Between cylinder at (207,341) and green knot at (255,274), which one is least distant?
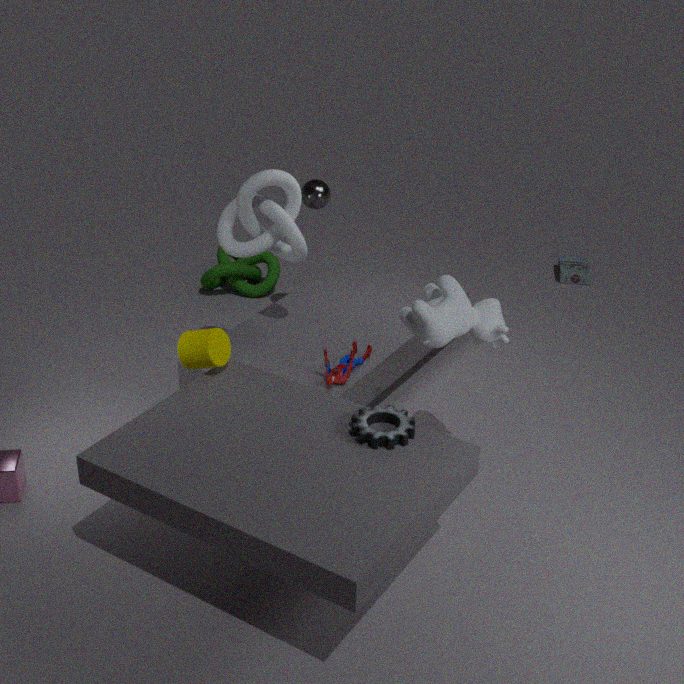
cylinder at (207,341)
